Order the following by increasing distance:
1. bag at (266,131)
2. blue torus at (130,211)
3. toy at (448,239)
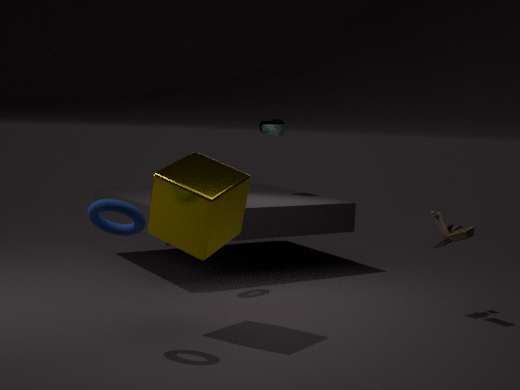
blue torus at (130,211) < toy at (448,239) < bag at (266,131)
